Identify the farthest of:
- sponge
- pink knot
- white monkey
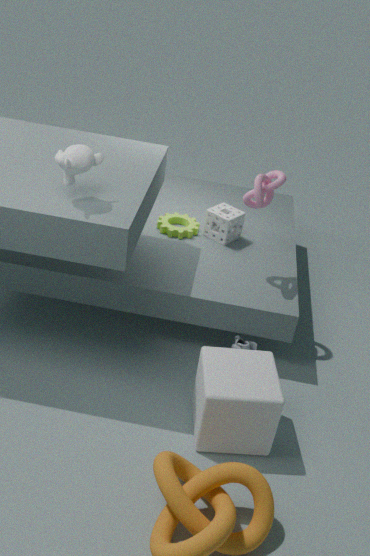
sponge
